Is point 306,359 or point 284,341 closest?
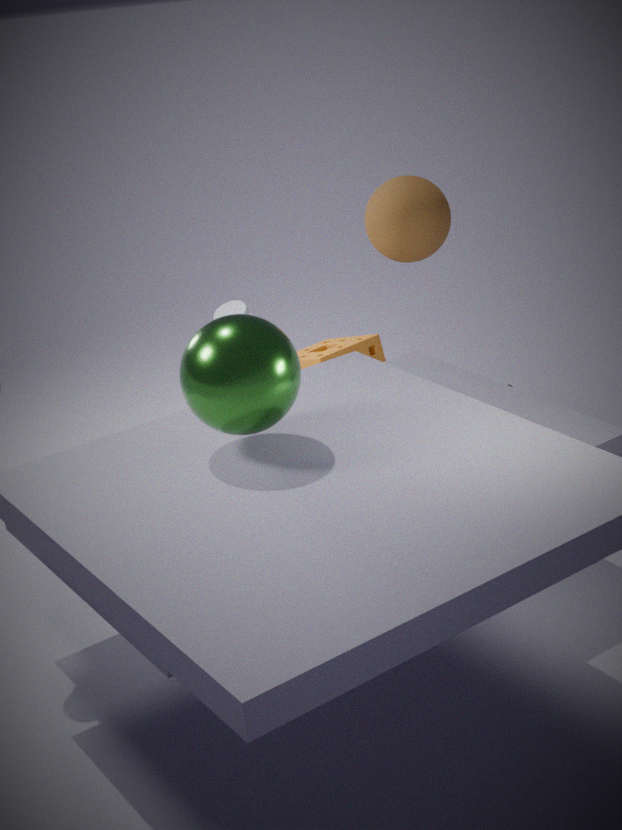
point 284,341
